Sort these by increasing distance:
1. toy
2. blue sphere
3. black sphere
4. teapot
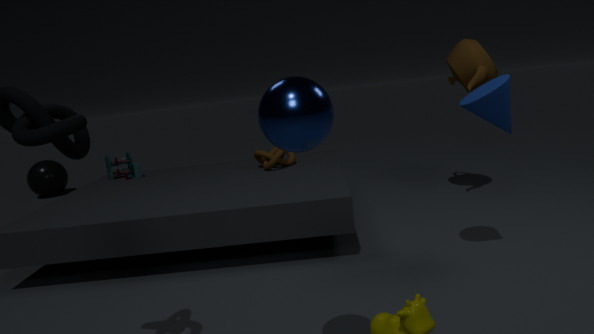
blue sphere
teapot
toy
black sphere
